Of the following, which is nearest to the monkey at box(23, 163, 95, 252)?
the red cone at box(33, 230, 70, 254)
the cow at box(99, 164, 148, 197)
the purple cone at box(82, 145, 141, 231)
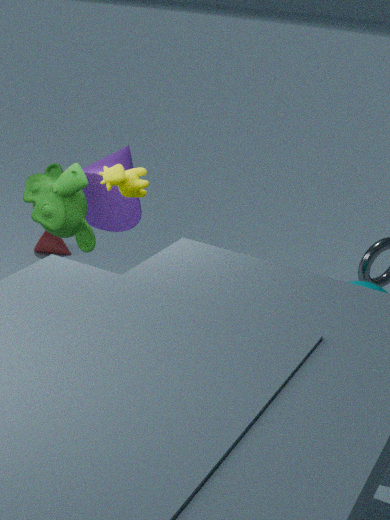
the purple cone at box(82, 145, 141, 231)
